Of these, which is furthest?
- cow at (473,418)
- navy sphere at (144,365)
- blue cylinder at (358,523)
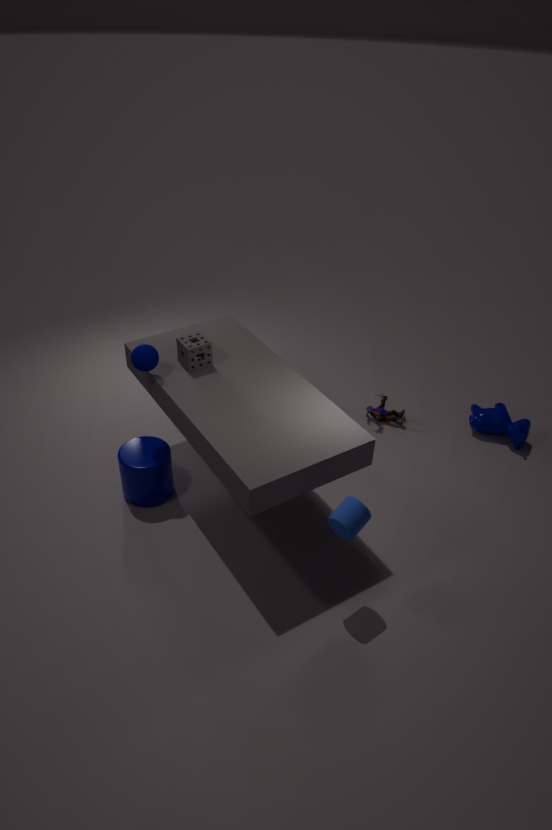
cow at (473,418)
